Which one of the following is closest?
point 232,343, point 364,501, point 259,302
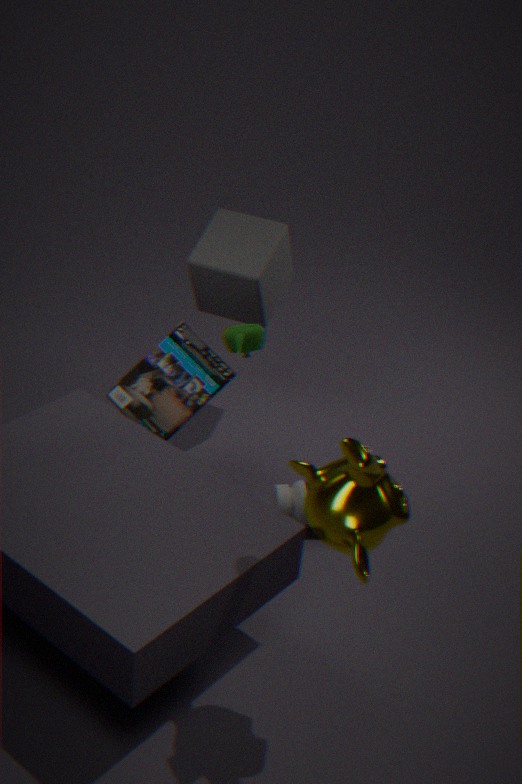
point 364,501
